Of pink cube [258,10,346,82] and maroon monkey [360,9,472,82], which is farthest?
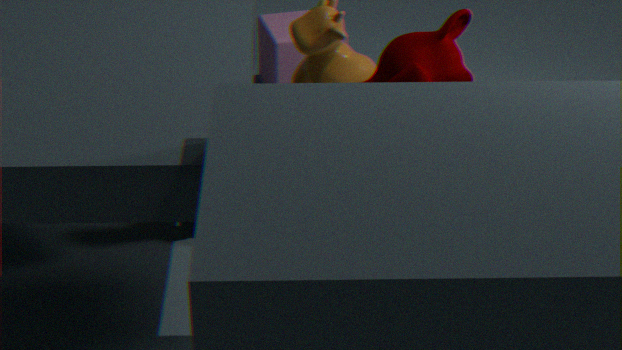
pink cube [258,10,346,82]
